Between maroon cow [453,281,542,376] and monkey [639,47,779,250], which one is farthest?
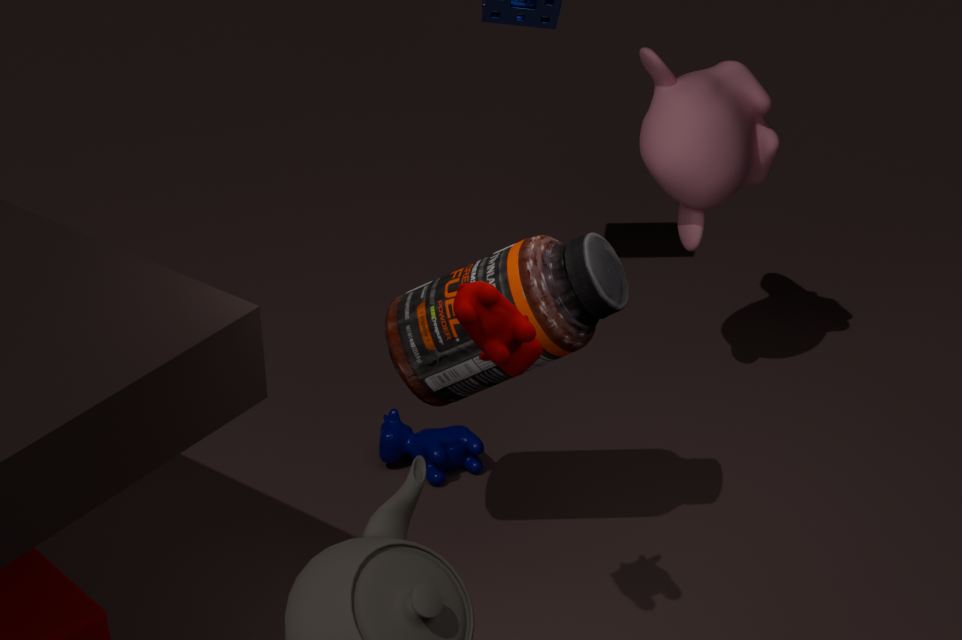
monkey [639,47,779,250]
